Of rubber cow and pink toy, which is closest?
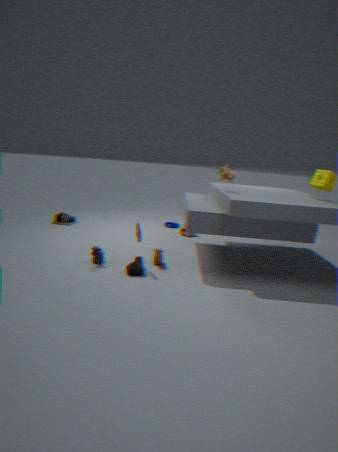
rubber cow
